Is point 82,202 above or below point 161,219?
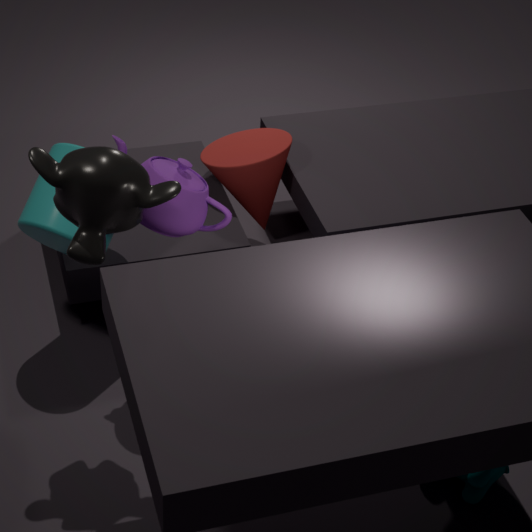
above
